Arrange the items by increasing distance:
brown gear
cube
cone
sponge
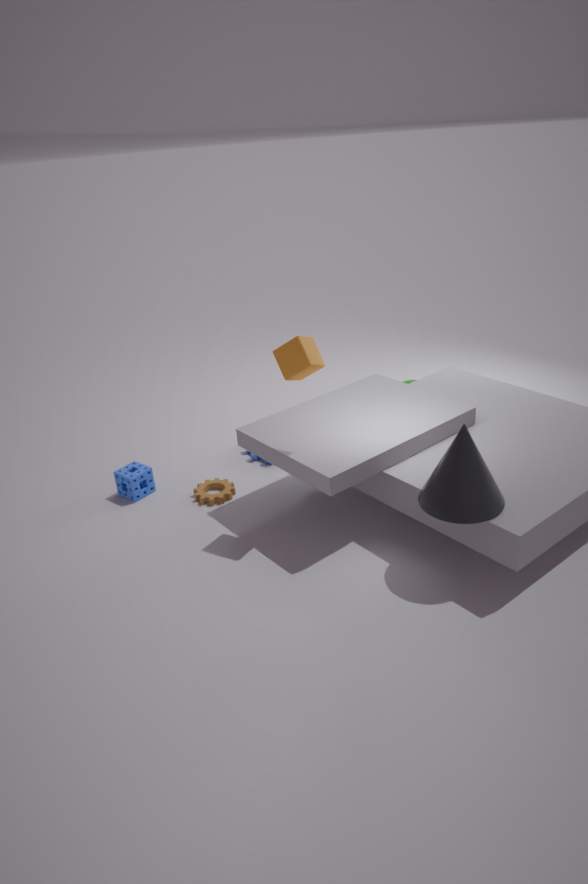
cone, cube, brown gear, sponge
